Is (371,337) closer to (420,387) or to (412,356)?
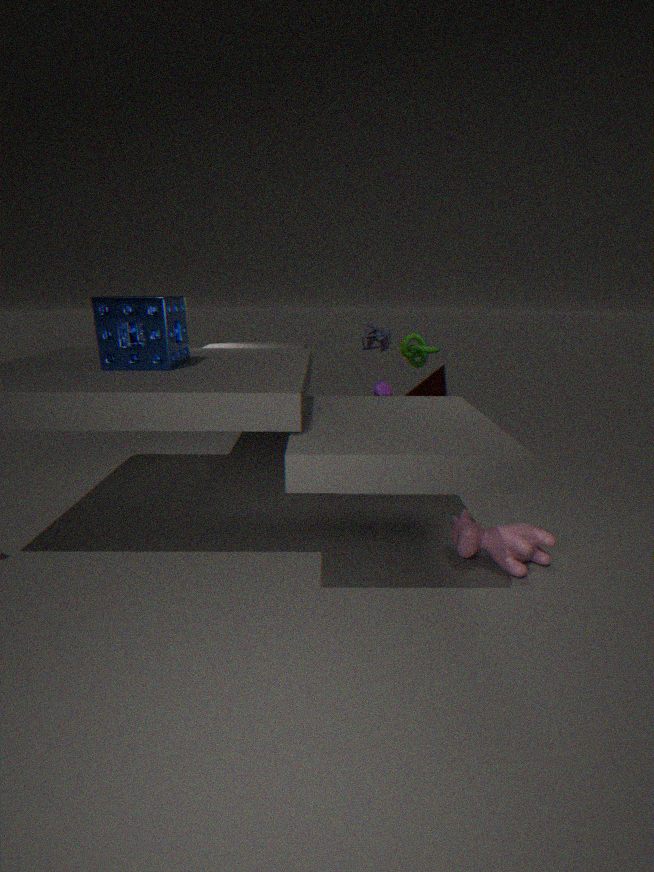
(412,356)
